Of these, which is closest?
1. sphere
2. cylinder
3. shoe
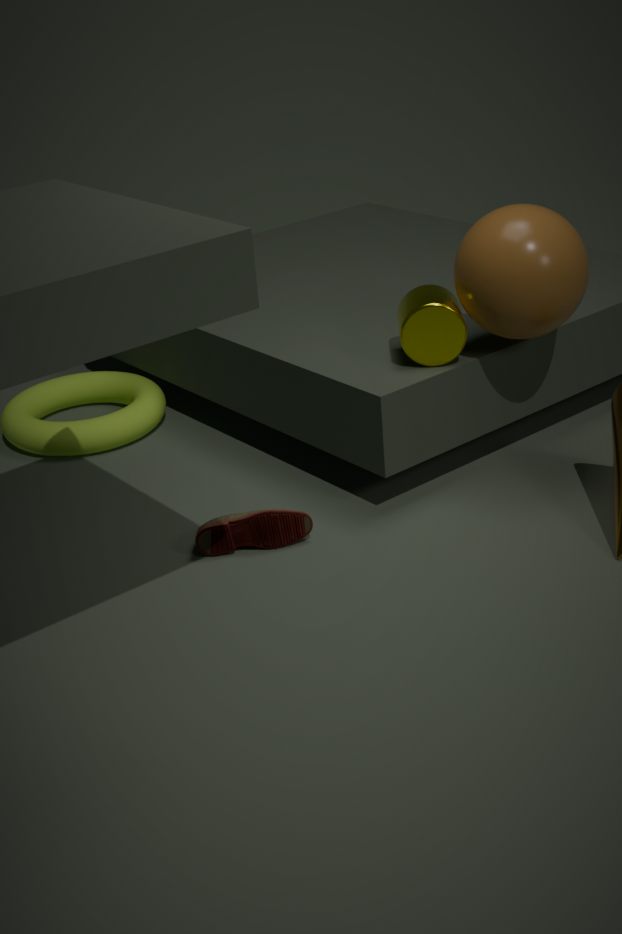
sphere
